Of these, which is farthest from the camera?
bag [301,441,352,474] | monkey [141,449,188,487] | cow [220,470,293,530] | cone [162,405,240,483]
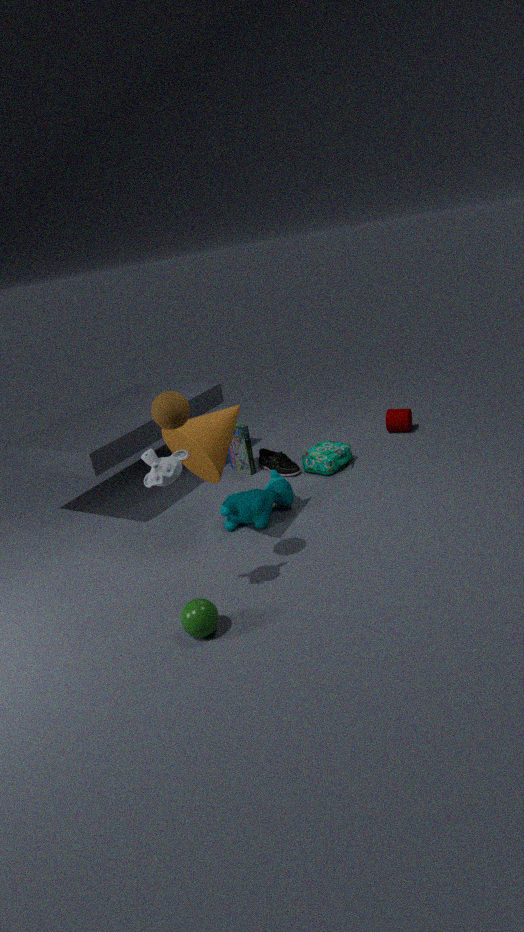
bag [301,441,352,474]
